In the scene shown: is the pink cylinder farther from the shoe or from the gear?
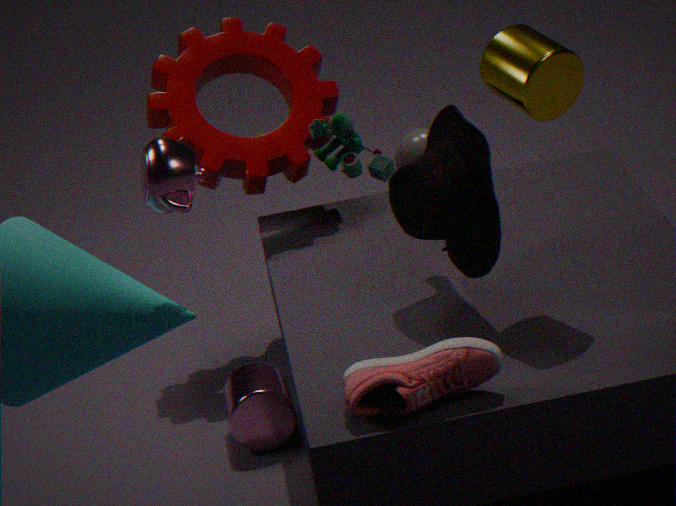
A: the shoe
